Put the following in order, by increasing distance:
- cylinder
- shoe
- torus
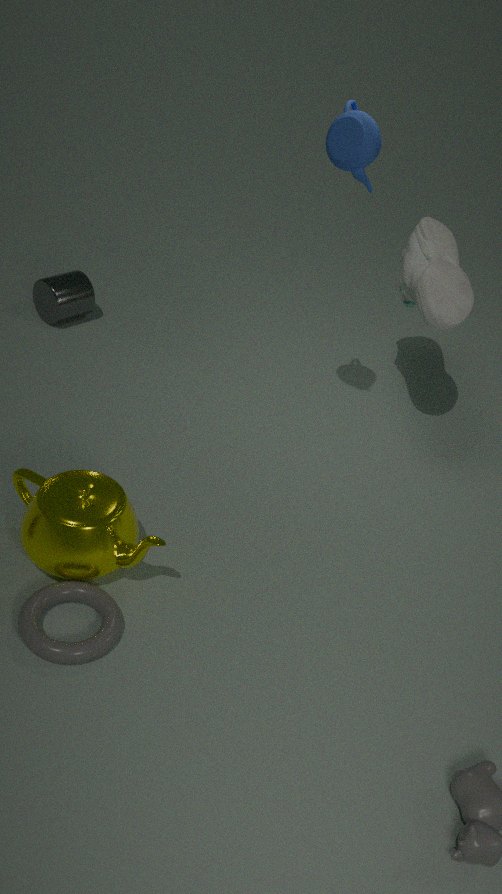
torus < shoe < cylinder
